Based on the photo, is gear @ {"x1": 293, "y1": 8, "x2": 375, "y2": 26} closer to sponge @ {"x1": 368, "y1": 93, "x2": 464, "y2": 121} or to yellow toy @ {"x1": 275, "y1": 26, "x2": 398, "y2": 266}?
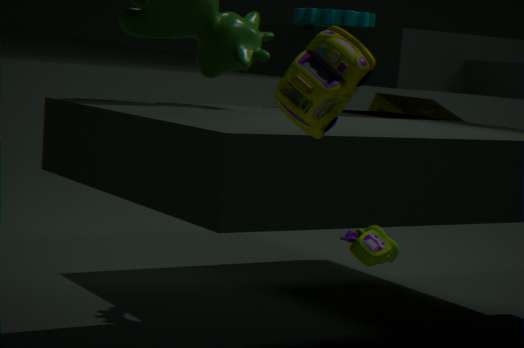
sponge @ {"x1": 368, "y1": 93, "x2": 464, "y2": 121}
